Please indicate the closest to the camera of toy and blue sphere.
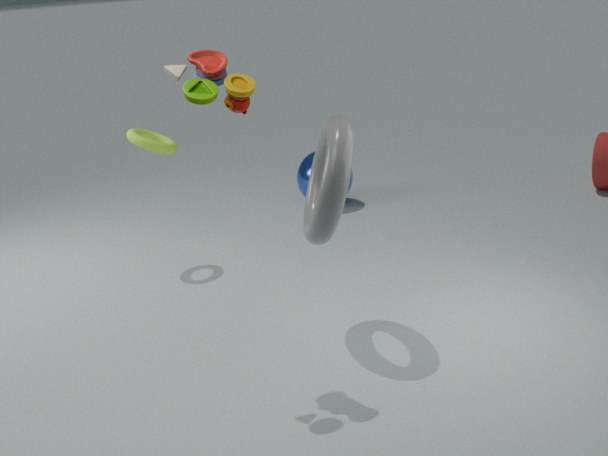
toy
